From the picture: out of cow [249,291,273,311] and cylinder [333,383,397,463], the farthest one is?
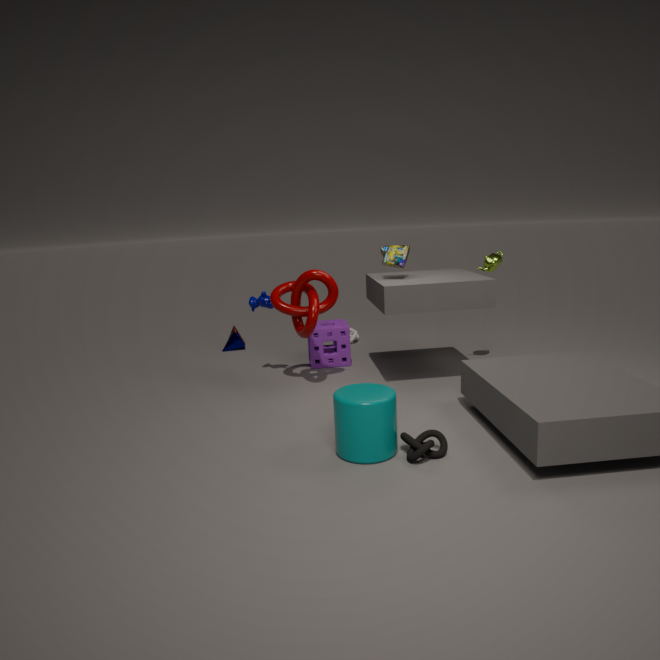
cow [249,291,273,311]
